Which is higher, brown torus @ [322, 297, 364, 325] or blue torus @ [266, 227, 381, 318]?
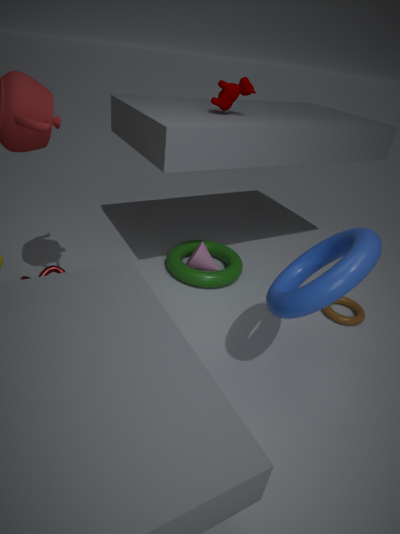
blue torus @ [266, 227, 381, 318]
